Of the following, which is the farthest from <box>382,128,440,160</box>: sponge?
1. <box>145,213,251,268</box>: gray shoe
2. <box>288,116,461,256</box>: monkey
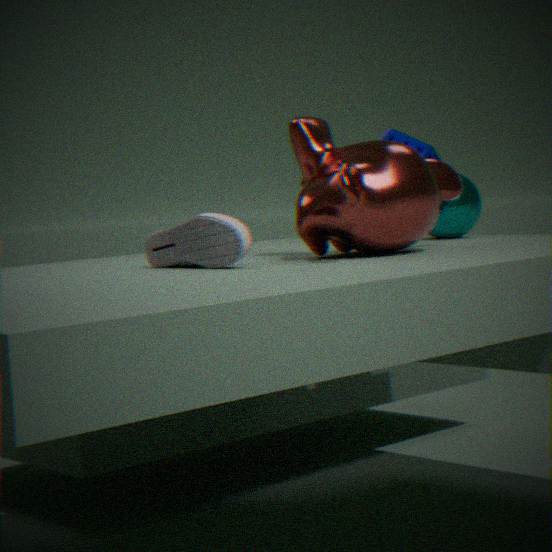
<box>145,213,251,268</box>: gray shoe
